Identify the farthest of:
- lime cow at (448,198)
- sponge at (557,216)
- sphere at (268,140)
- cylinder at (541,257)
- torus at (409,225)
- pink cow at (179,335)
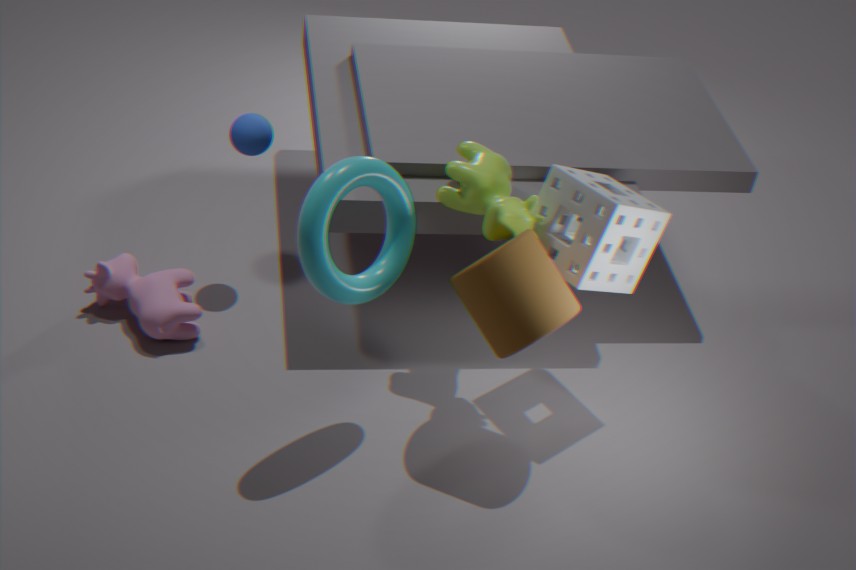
sphere at (268,140)
